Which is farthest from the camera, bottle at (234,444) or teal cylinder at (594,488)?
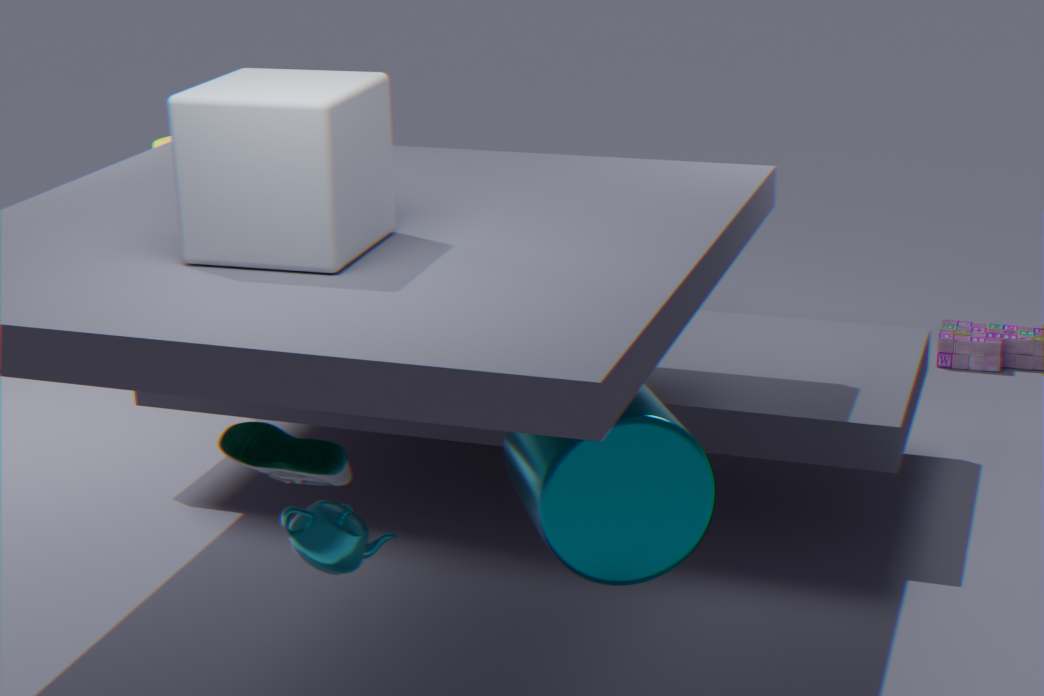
bottle at (234,444)
